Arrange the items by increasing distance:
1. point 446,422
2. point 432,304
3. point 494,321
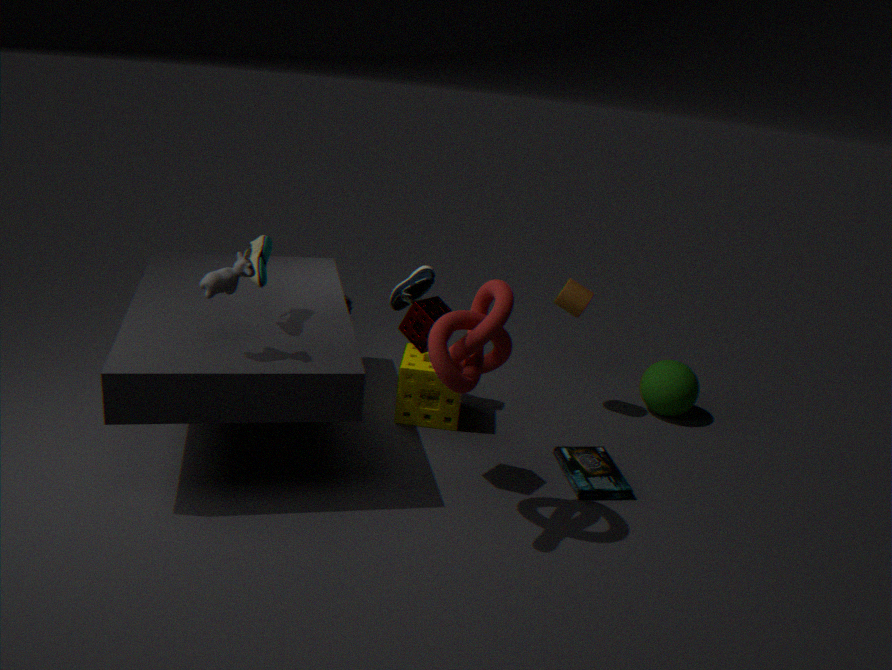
point 494,321
point 432,304
point 446,422
